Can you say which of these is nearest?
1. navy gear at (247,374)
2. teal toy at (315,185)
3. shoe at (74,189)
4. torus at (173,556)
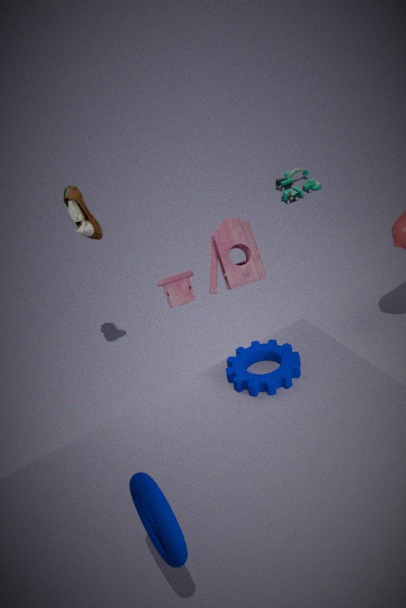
torus at (173,556)
